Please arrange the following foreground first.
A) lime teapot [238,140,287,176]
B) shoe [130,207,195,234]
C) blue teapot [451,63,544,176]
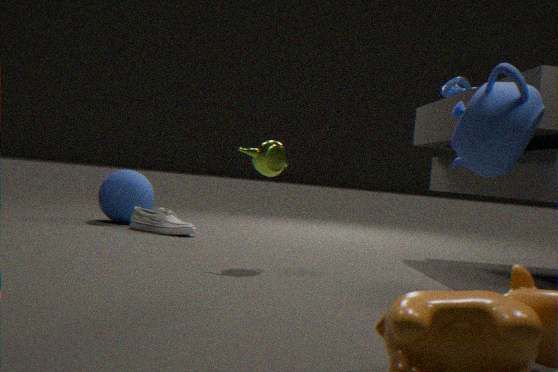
blue teapot [451,63,544,176] < lime teapot [238,140,287,176] < shoe [130,207,195,234]
